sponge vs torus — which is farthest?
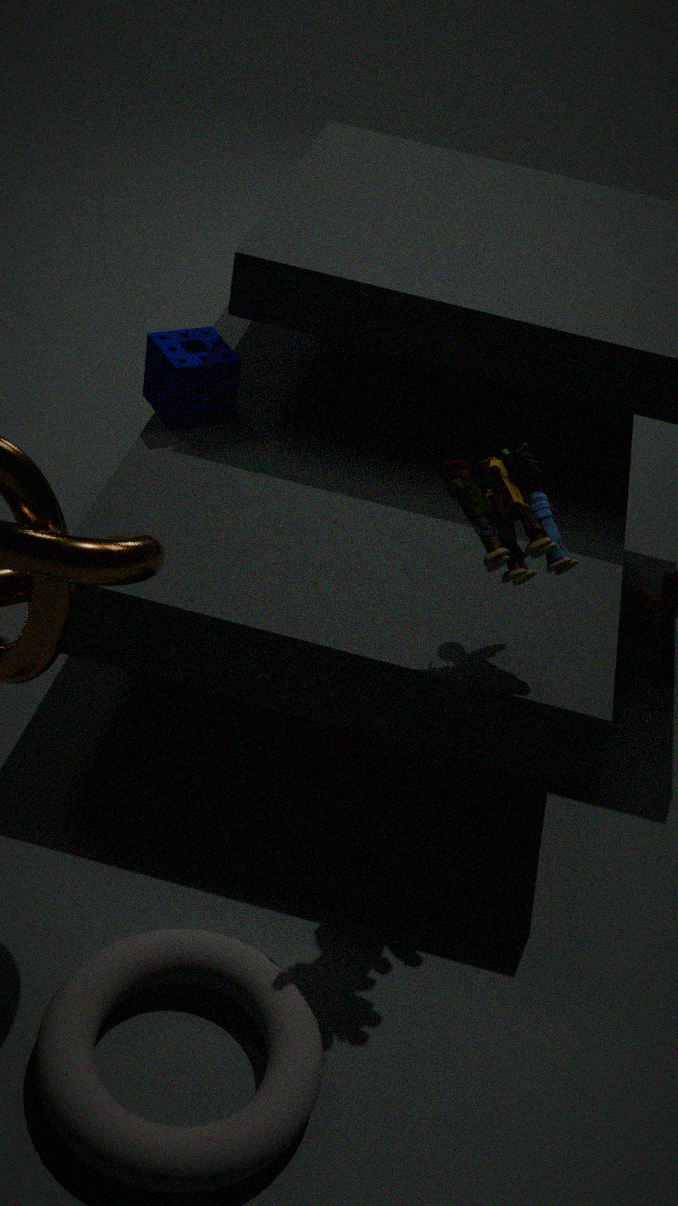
sponge
